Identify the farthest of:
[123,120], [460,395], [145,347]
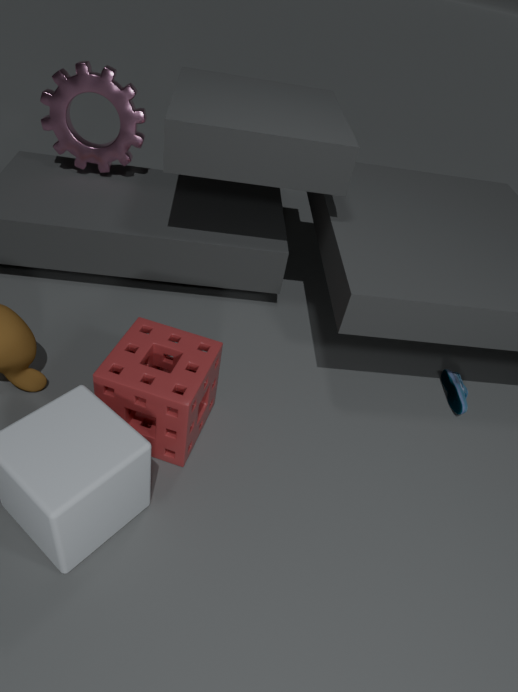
[123,120]
